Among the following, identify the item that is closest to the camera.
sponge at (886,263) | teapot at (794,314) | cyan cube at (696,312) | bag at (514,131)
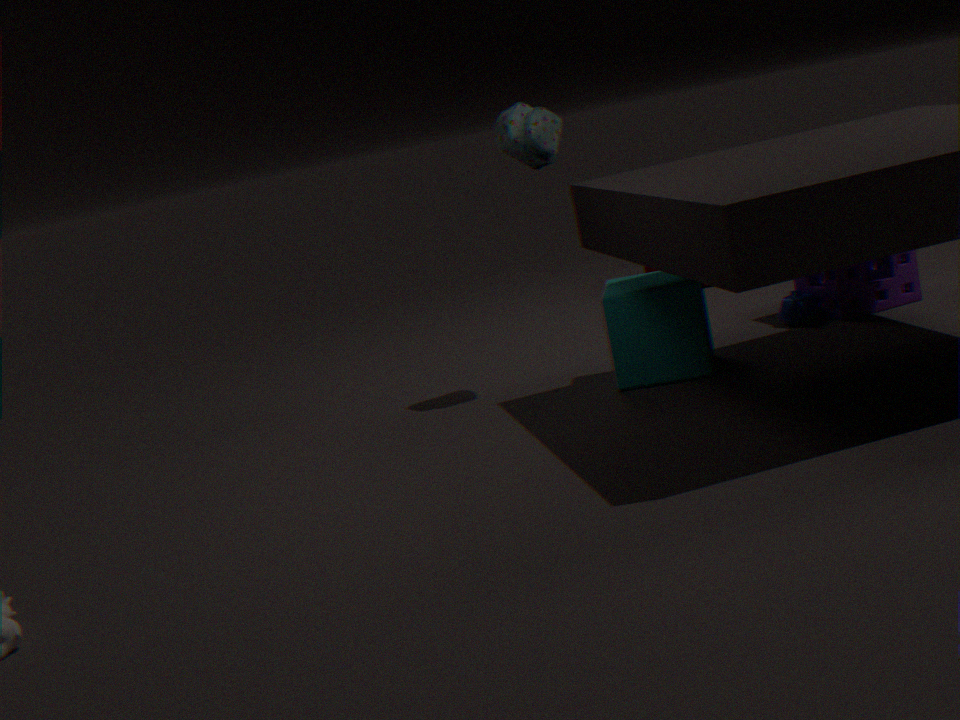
cyan cube at (696,312)
